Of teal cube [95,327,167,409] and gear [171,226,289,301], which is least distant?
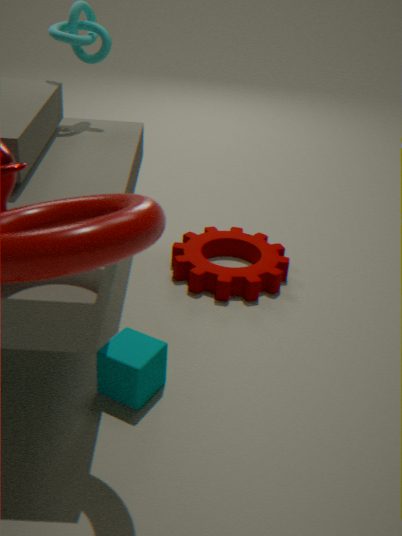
teal cube [95,327,167,409]
